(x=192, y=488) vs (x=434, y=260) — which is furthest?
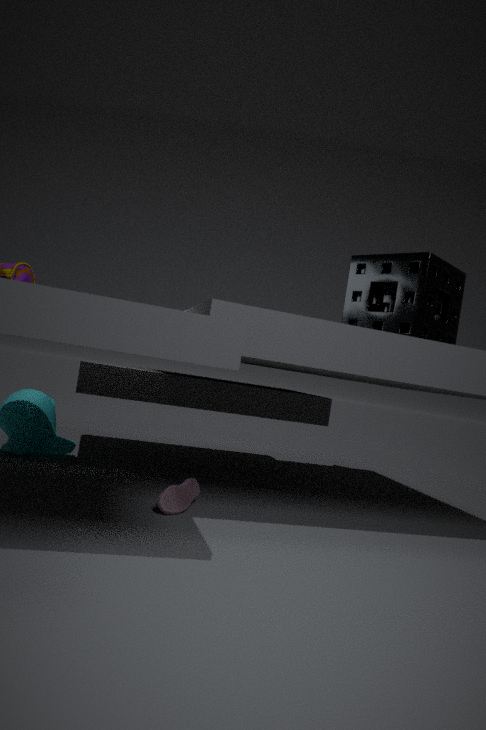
(x=192, y=488)
